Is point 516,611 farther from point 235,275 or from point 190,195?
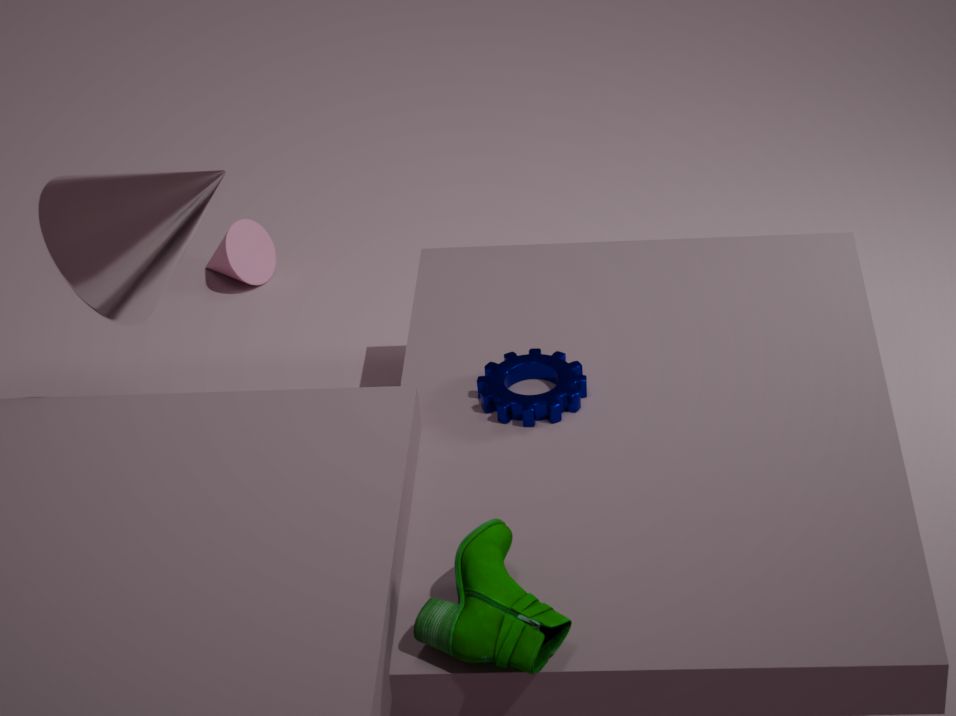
point 235,275
